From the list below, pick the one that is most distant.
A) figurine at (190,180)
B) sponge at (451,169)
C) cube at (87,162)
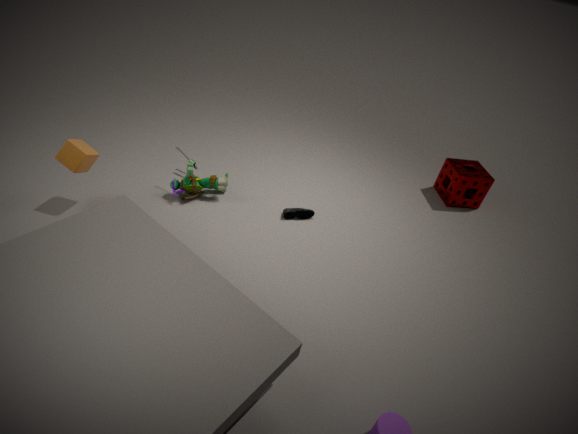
sponge at (451,169)
